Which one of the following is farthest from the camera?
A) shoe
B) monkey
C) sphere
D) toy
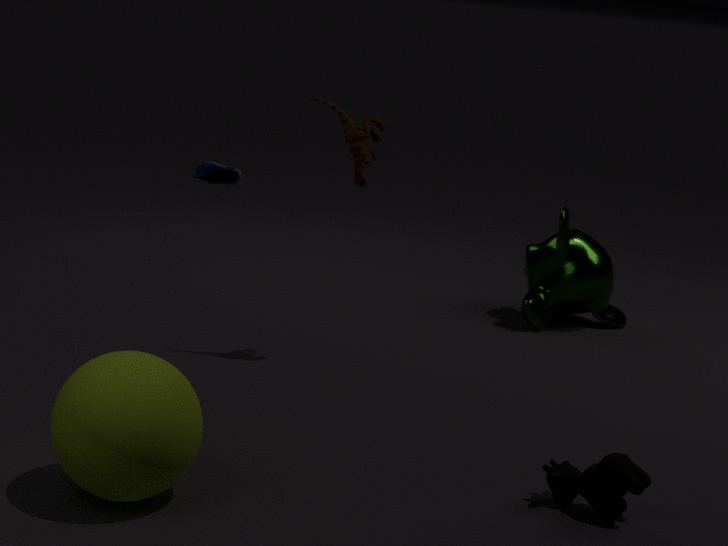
shoe
